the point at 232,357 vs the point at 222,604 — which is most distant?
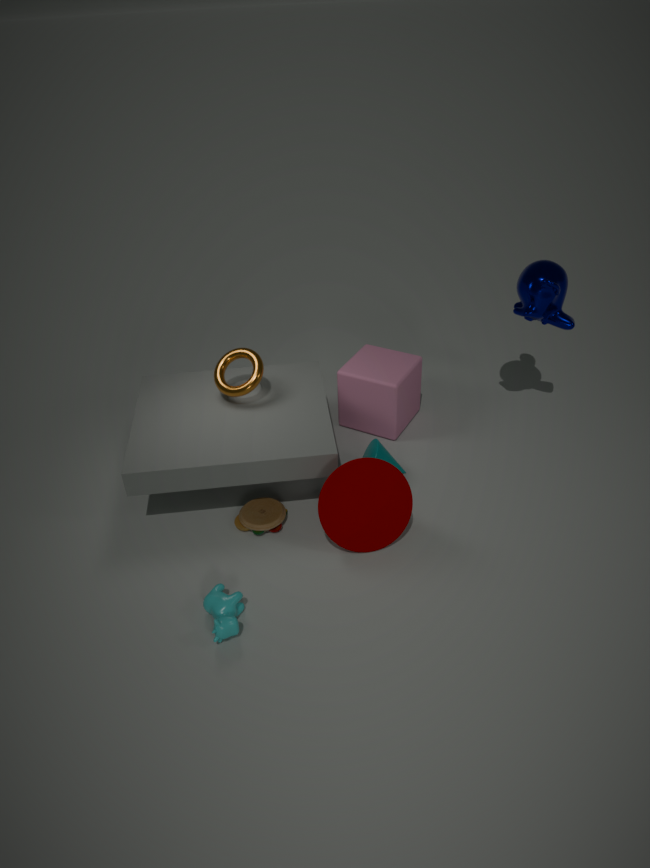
the point at 232,357
